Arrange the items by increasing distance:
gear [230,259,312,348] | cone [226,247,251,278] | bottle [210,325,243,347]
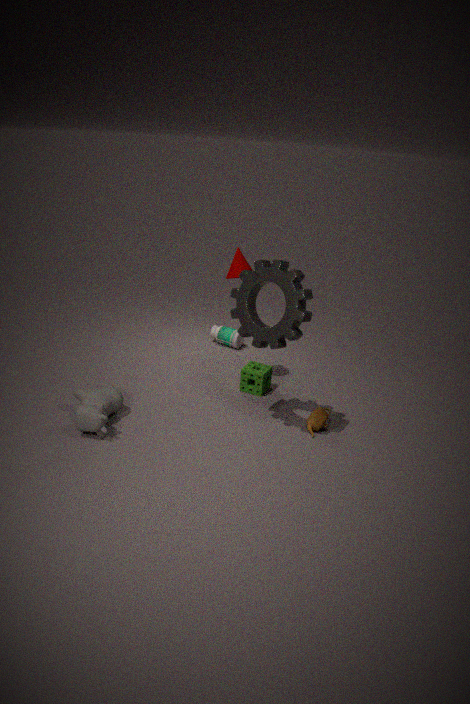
1. gear [230,259,312,348]
2. cone [226,247,251,278]
3. bottle [210,325,243,347]
